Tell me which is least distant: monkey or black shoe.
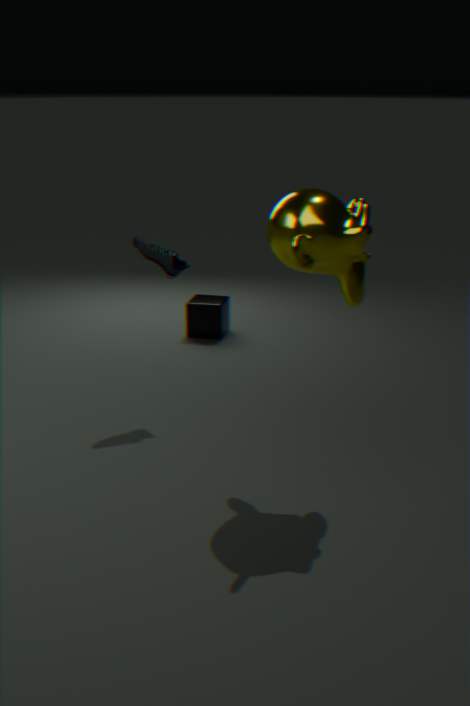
monkey
